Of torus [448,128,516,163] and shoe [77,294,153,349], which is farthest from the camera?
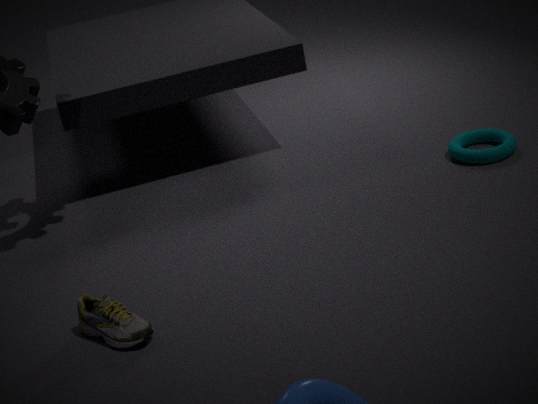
torus [448,128,516,163]
